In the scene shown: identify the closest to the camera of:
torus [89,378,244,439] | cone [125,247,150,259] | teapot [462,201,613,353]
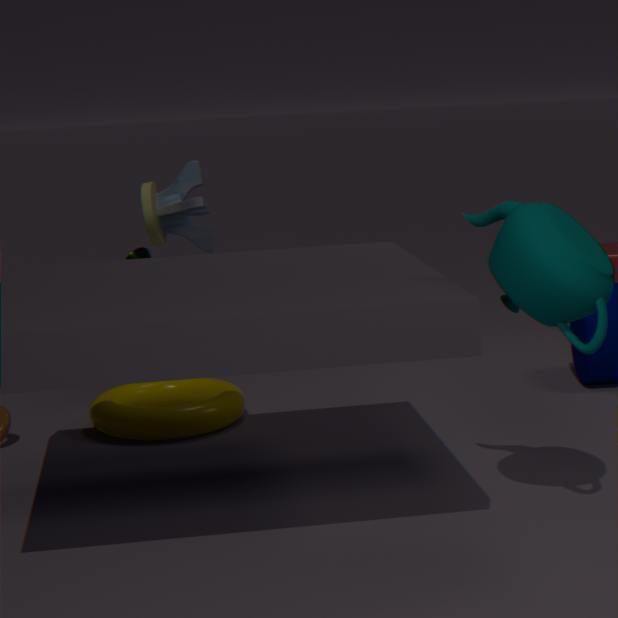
teapot [462,201,613,353]
